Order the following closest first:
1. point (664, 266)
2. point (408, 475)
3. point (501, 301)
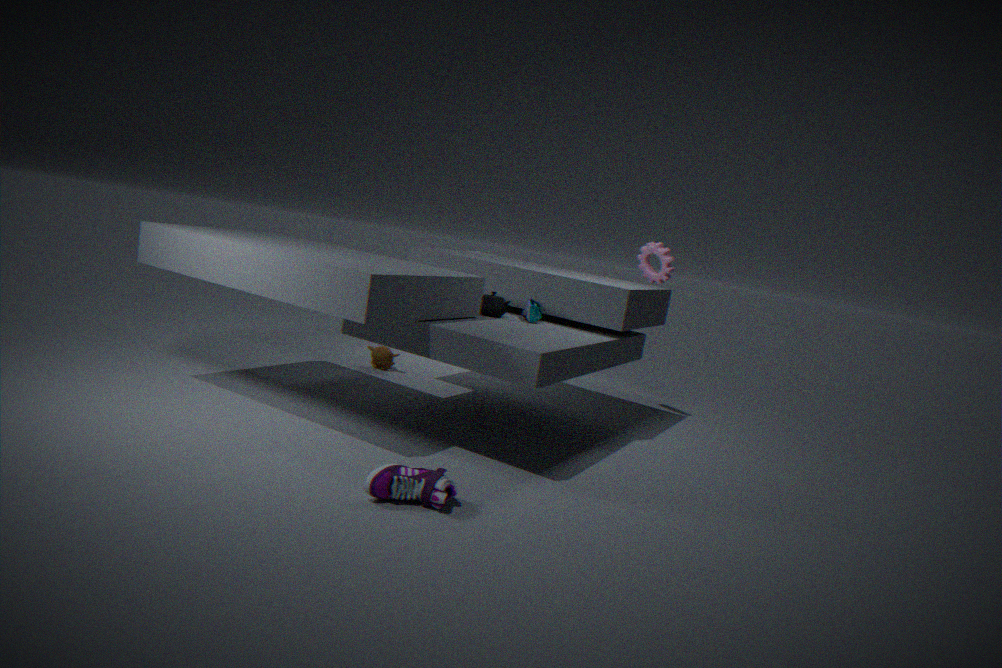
point (408, 475)
point (501, 301)
point (664, 266)
